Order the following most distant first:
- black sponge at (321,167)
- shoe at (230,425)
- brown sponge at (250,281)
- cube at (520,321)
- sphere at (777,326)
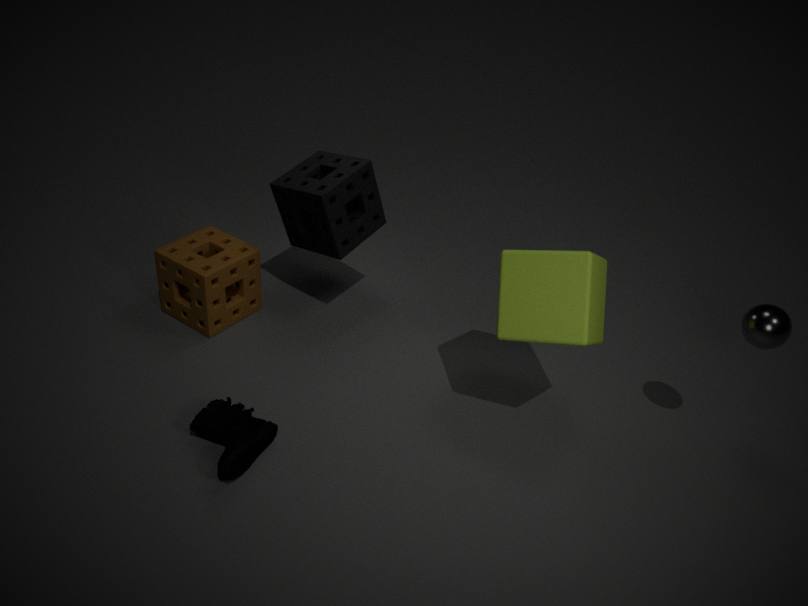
1. brown sponge at (250,281)
2. black sponge at (321,167)
3. sphere at (777,326)
4. shoe at (230,425)
5. cube at (520,321)
